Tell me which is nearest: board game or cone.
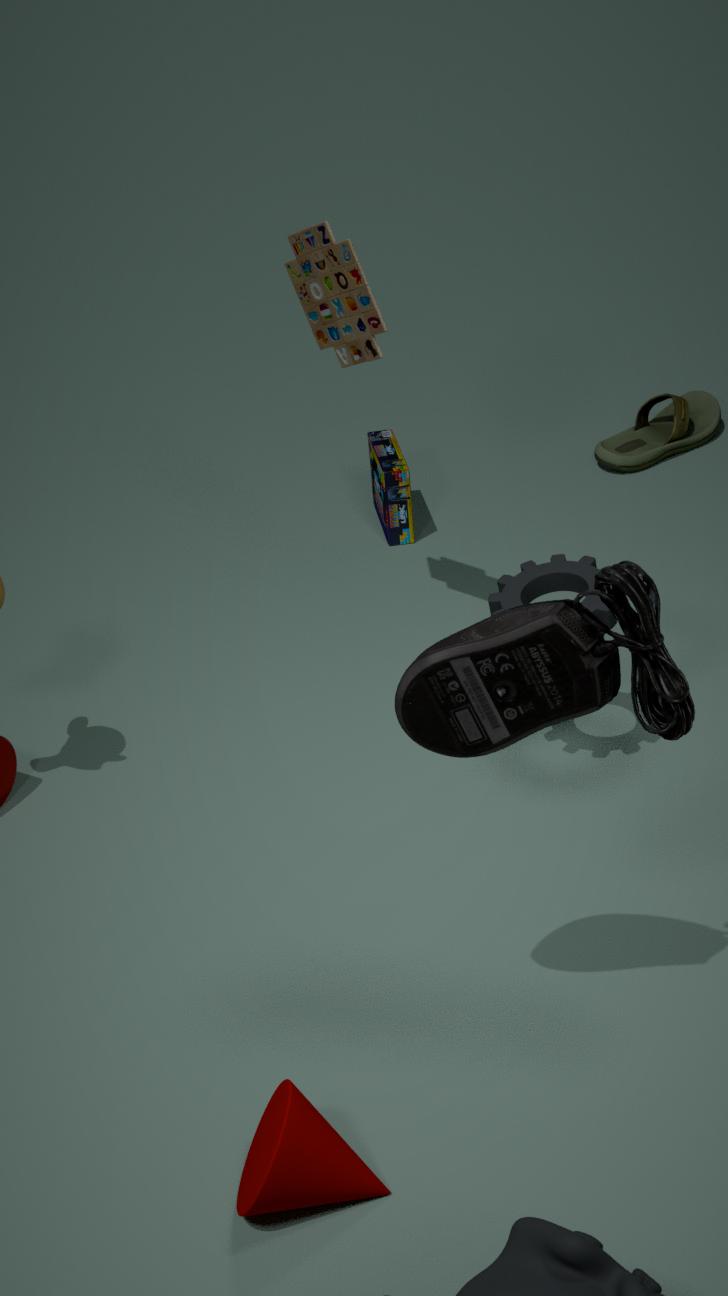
cone
